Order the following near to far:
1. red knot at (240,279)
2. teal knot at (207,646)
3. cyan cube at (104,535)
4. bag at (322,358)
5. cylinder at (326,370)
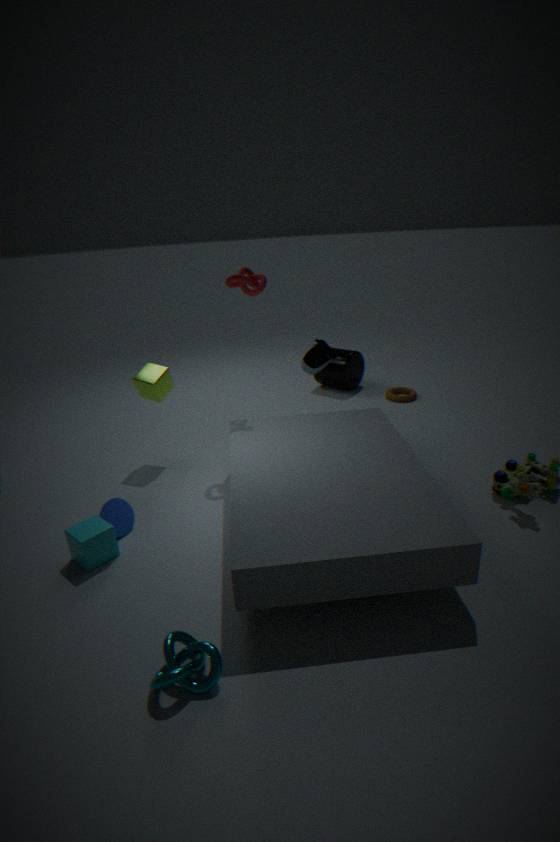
teal knot at (207,646)
cyan cube at (104,535)
red knot at (240,279)
bag at (322,358)
cylinder at (326,370)
